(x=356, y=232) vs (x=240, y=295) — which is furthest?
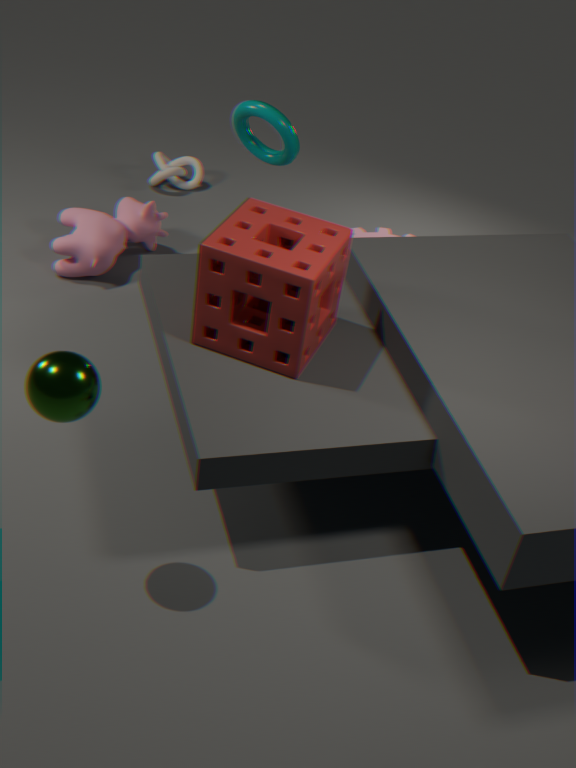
(x=356, y=232)
